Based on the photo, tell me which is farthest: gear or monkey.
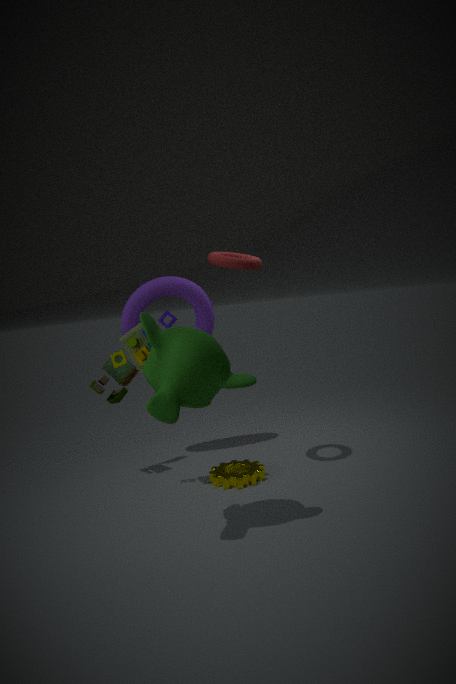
gear
